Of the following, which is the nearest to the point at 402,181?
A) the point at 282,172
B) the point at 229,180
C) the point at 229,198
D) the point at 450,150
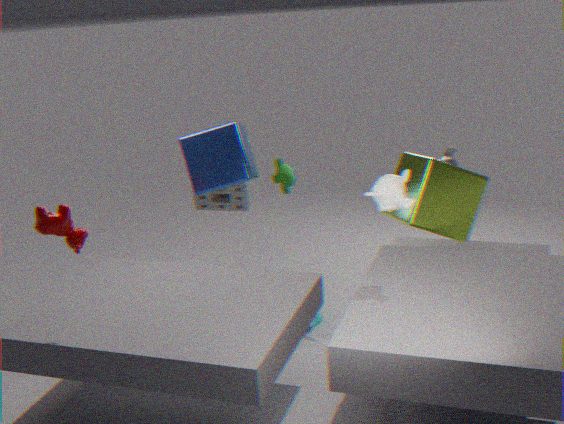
the point at 450,150
